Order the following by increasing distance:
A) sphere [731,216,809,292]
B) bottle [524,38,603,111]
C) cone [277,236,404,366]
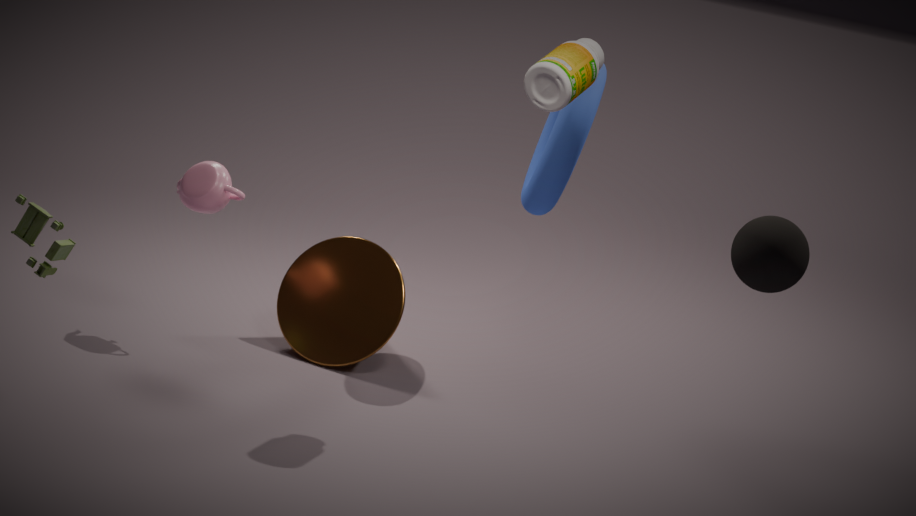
sphere [731,216,809,292] → bottle [524,38,603,111] → cone [277,236,404,366]
